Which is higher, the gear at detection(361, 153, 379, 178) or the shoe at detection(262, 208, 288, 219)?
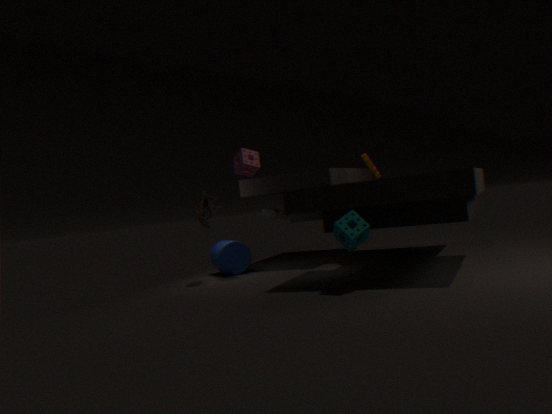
the gear at detection(361, 153, 379, 178)
